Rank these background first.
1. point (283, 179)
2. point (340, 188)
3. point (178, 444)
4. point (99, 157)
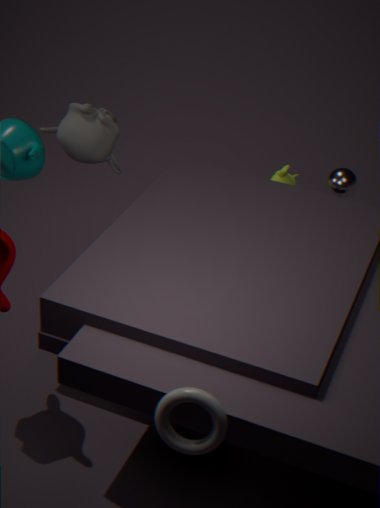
1. point (283, 179)
2. point (340, 188)
3. point (99, 157)
4. point (178, 444)
